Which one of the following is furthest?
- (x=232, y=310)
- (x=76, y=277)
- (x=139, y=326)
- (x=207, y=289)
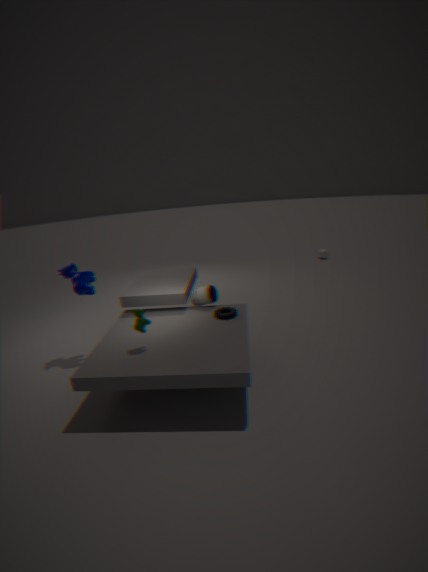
(x=207, y=289)
